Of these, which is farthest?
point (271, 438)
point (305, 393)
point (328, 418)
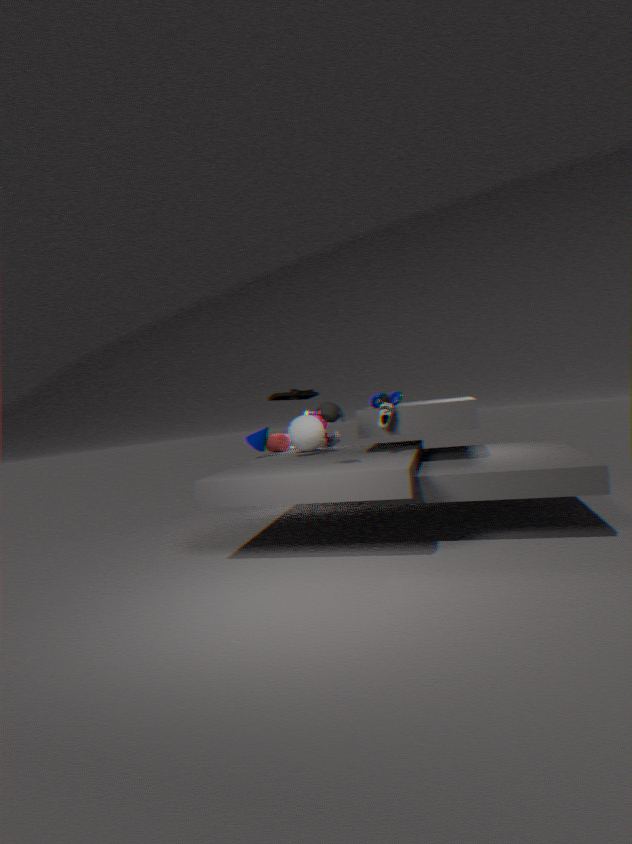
point (271, 438)
